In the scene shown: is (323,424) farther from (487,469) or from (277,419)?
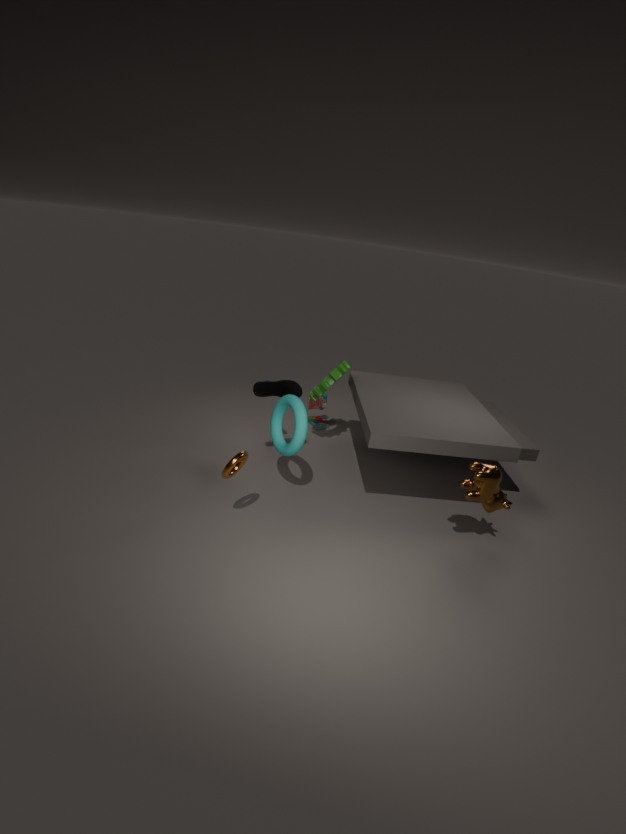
(487,469)
